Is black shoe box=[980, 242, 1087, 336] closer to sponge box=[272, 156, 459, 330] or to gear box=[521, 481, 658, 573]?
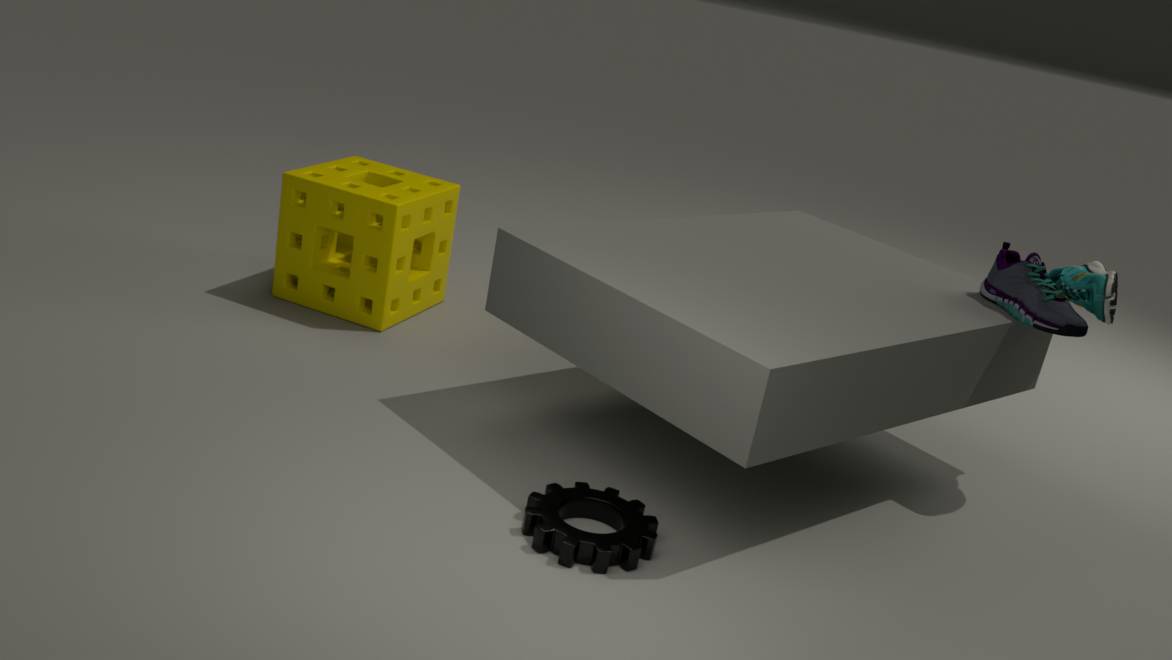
gear box=[521, 481, 658, 573]
